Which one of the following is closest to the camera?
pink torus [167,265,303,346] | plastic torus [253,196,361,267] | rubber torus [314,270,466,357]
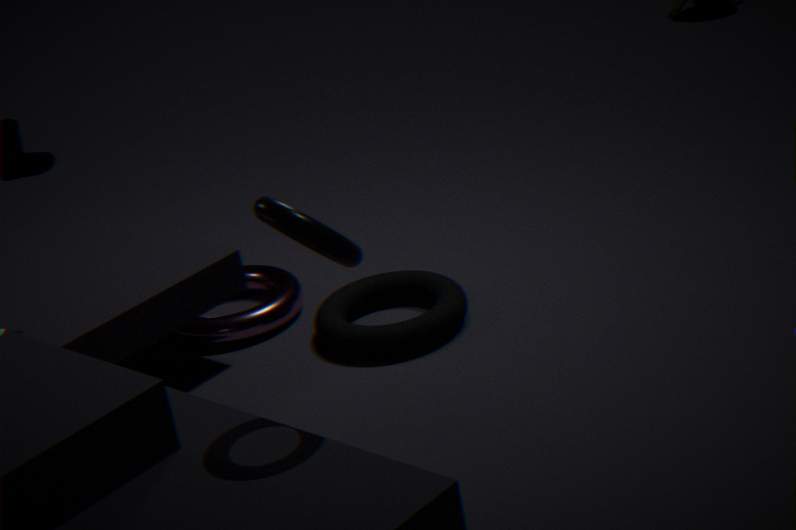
plastic torus [253,196,361,267]
